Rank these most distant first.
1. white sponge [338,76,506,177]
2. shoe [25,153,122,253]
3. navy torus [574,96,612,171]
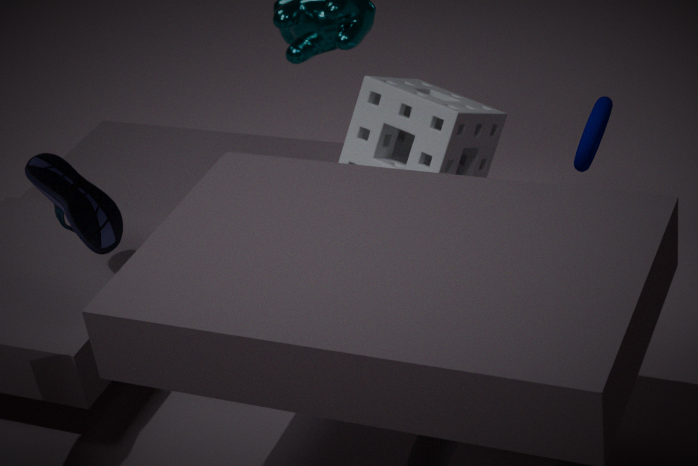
navy torus [574,96,612,171], white sponge [338,76,506,177], shoe [25,153,122,253]
